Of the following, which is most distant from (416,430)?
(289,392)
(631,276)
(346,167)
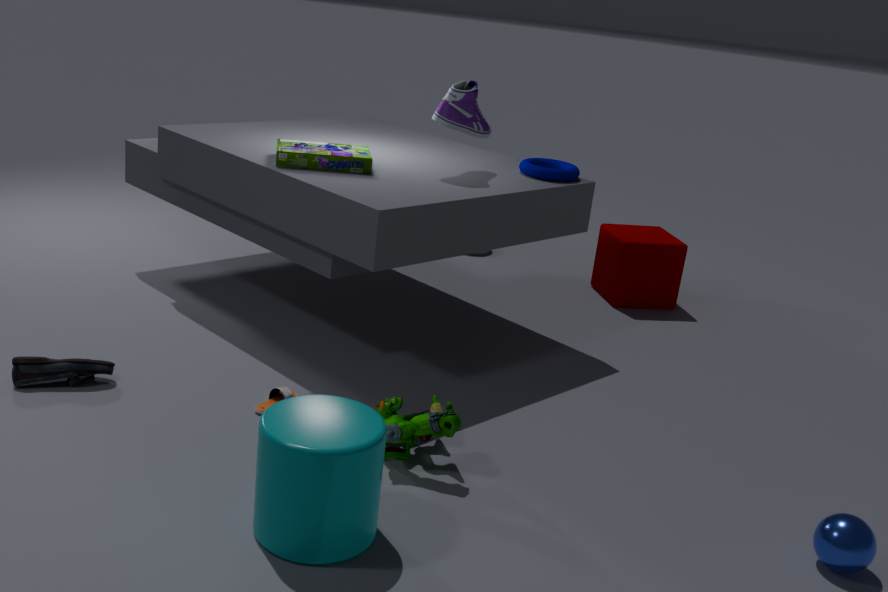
(631,276)
